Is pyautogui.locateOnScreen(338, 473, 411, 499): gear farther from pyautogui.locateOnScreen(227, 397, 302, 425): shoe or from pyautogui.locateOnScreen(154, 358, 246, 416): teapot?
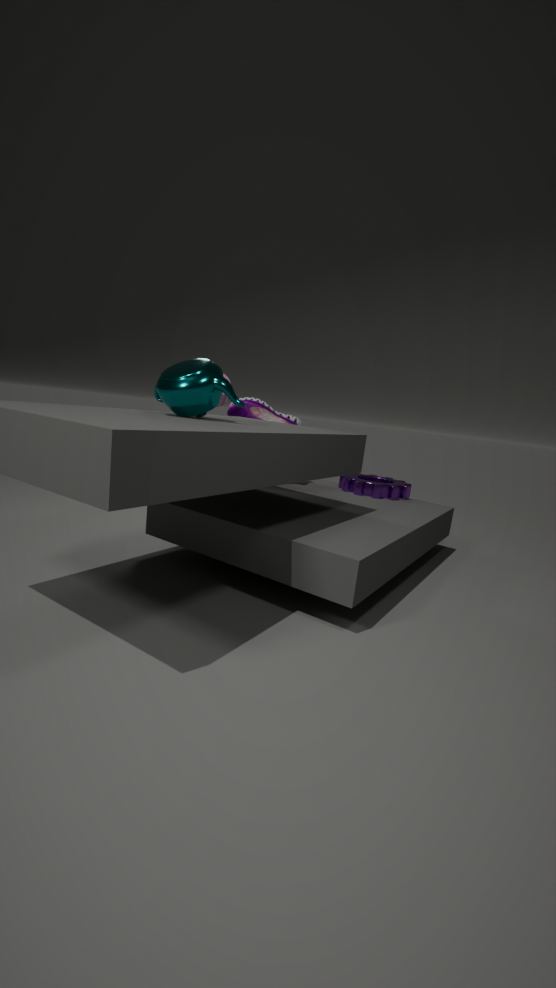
pyautogui.locateOnScreen(154, 358, 246, 416): teapot
